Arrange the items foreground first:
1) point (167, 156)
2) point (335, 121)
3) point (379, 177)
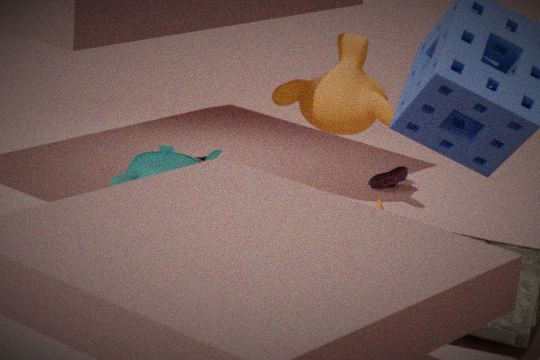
1. point (167, 156), 2. point (335, 121), 3. point (379, 177)
